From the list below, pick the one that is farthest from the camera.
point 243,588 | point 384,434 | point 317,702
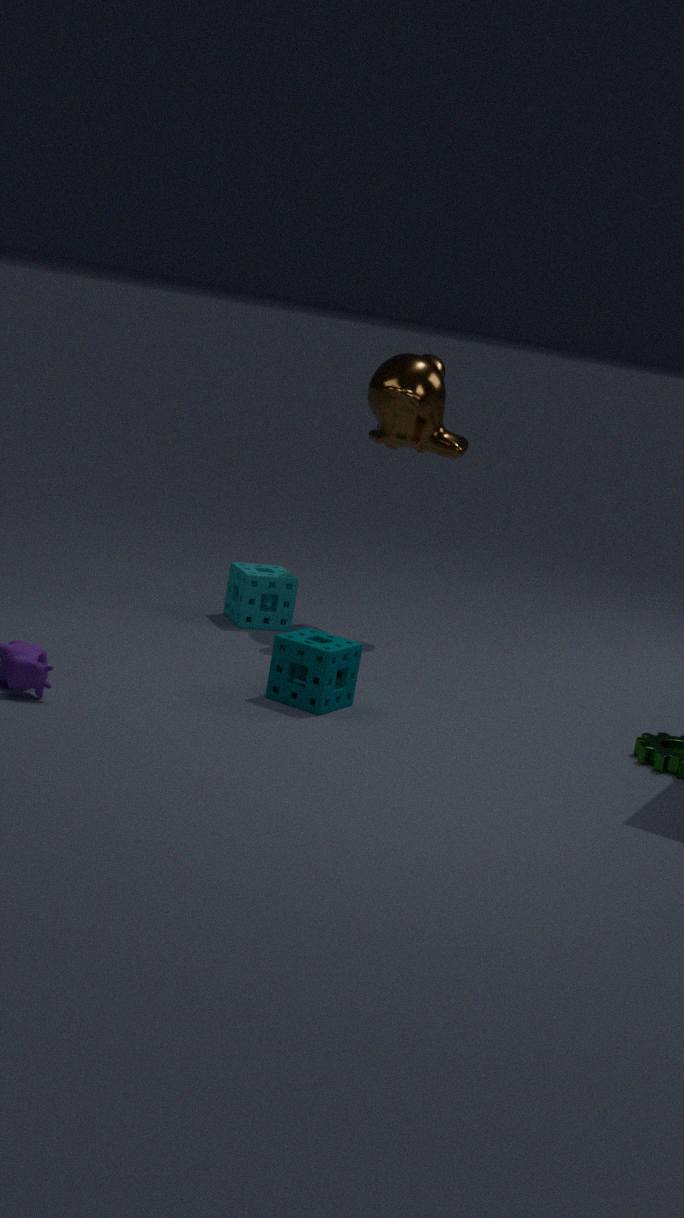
point 384,434
